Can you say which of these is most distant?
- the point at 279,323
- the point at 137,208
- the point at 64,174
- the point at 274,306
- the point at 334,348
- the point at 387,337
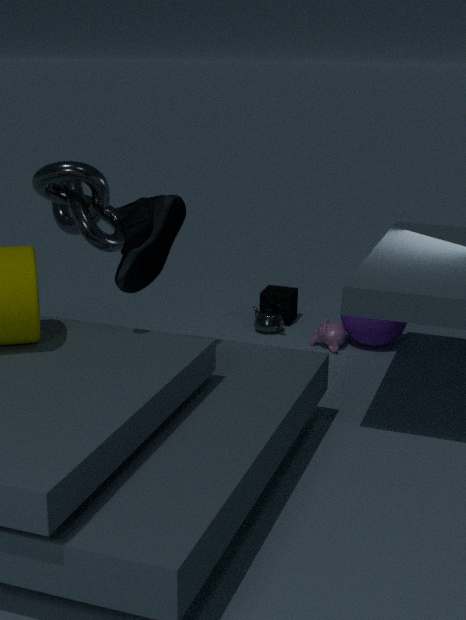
the point at 274,306
